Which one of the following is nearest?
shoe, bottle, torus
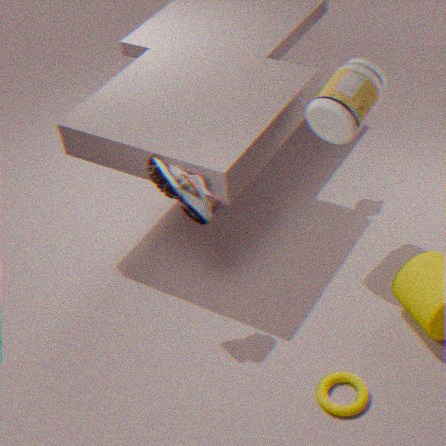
torus
